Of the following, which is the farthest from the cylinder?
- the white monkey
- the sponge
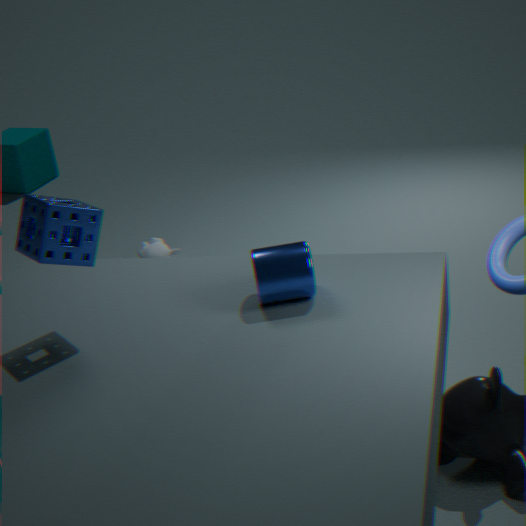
the white monkey
